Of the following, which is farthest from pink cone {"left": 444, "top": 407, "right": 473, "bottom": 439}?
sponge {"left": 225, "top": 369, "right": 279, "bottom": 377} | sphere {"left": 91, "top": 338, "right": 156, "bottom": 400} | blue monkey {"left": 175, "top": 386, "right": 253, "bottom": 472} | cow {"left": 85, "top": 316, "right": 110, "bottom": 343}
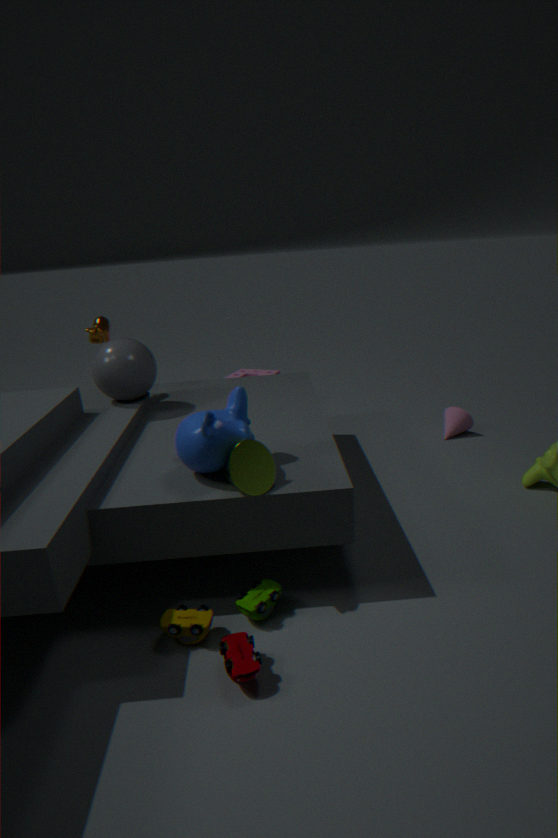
cow {"left": 85, "top": 316, "right": 110, "bottom": 343}
